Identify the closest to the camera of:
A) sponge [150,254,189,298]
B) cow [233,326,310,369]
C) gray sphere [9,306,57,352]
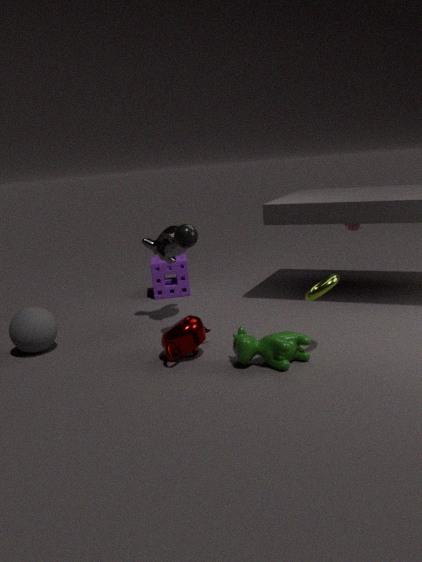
cow [233,326,310,369]
